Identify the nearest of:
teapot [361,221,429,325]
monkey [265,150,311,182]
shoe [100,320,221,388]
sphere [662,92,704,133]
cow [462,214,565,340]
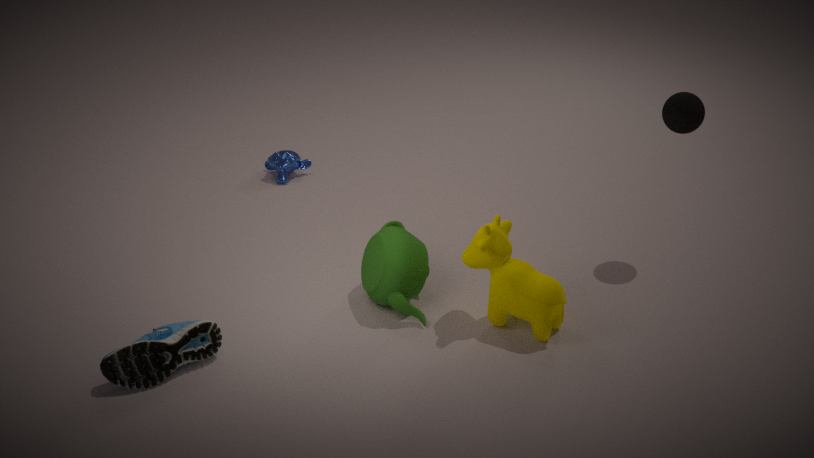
shoe [100,320,221,388]
